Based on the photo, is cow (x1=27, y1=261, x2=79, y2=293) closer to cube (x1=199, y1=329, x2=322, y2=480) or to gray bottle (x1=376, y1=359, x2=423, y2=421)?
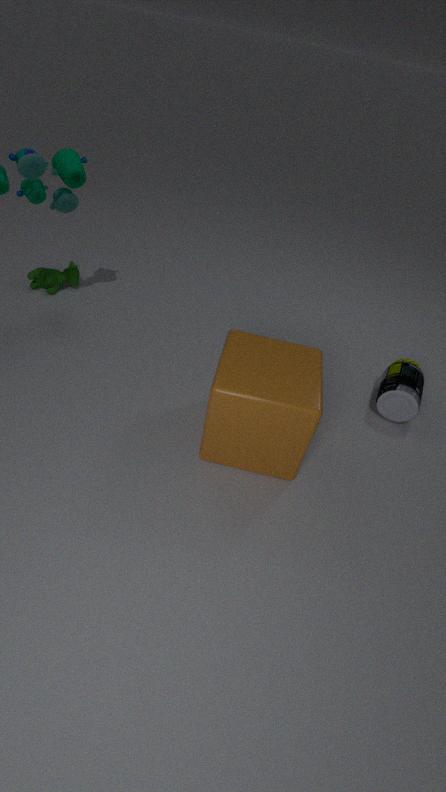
cube (x1=199, y1=329, x2=322, y2=480)
